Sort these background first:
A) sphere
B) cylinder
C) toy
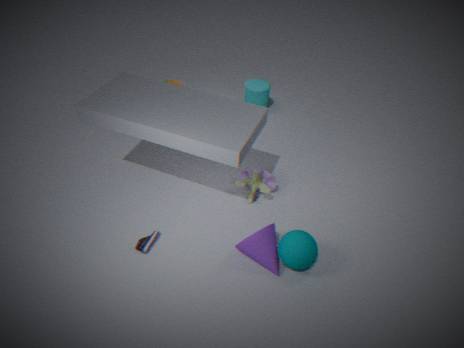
1. cylinder
2. toy
3. sphere
